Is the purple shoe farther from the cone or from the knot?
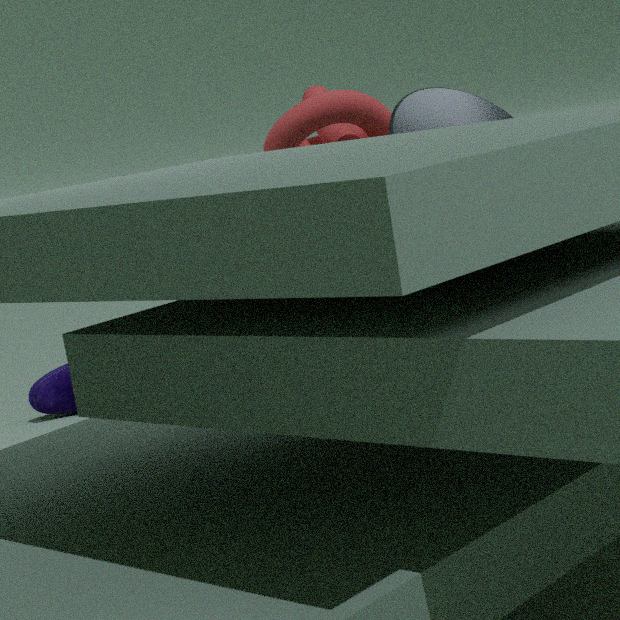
the cone
